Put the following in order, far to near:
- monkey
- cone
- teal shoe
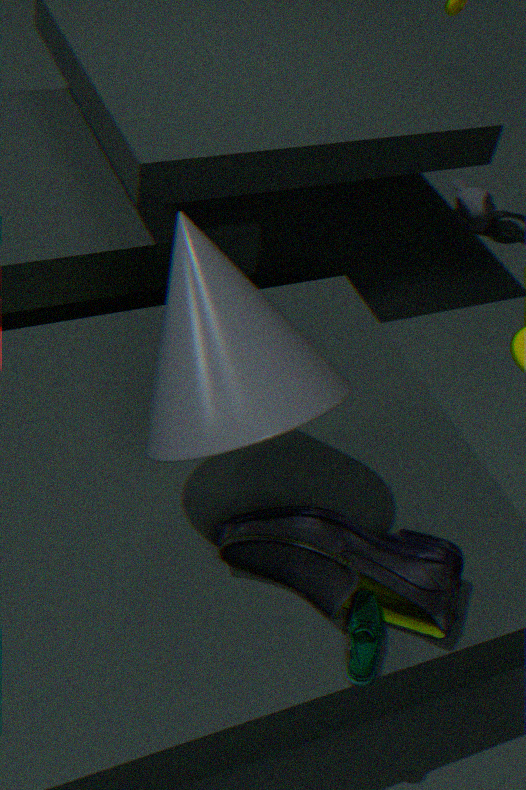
monkey < teal shoe < cone
